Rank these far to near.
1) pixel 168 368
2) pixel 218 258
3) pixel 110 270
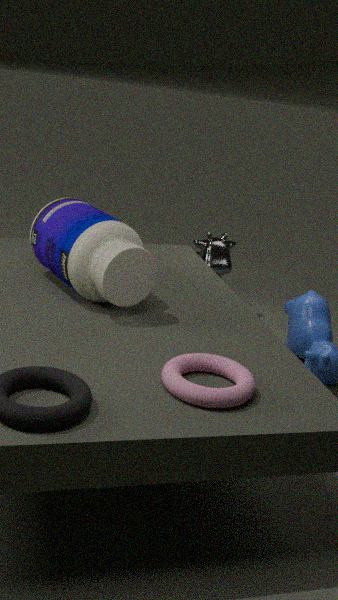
2. pixel 218 258 < 3. pixel 110 270 < 1. pixel 168 368
